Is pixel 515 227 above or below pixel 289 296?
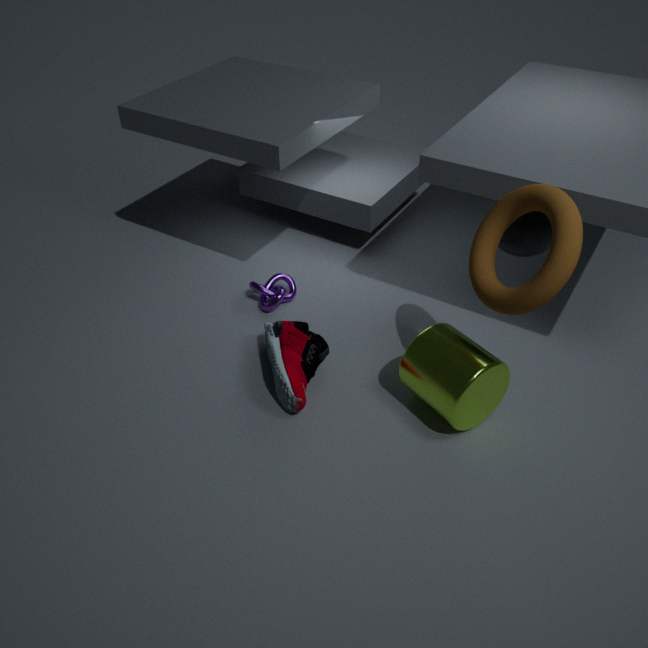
above
